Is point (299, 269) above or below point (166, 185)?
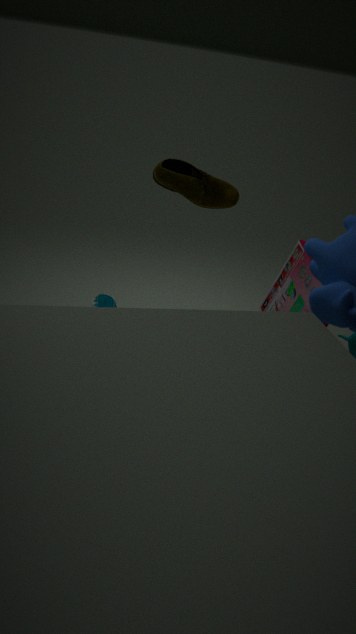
below
